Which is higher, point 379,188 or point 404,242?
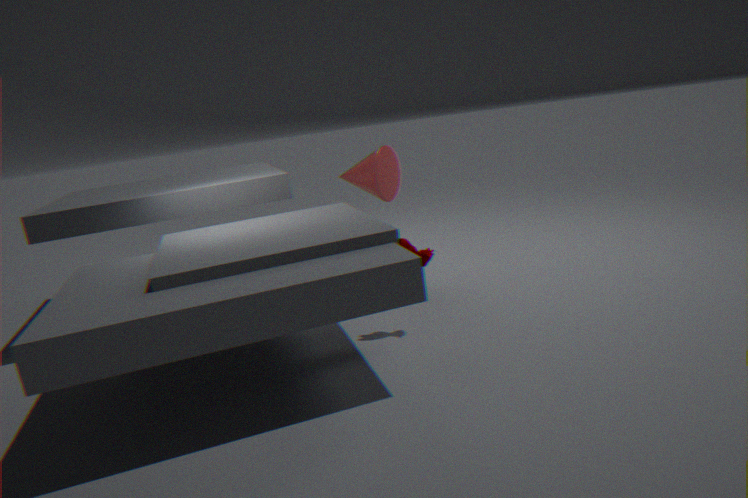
point 379,188
